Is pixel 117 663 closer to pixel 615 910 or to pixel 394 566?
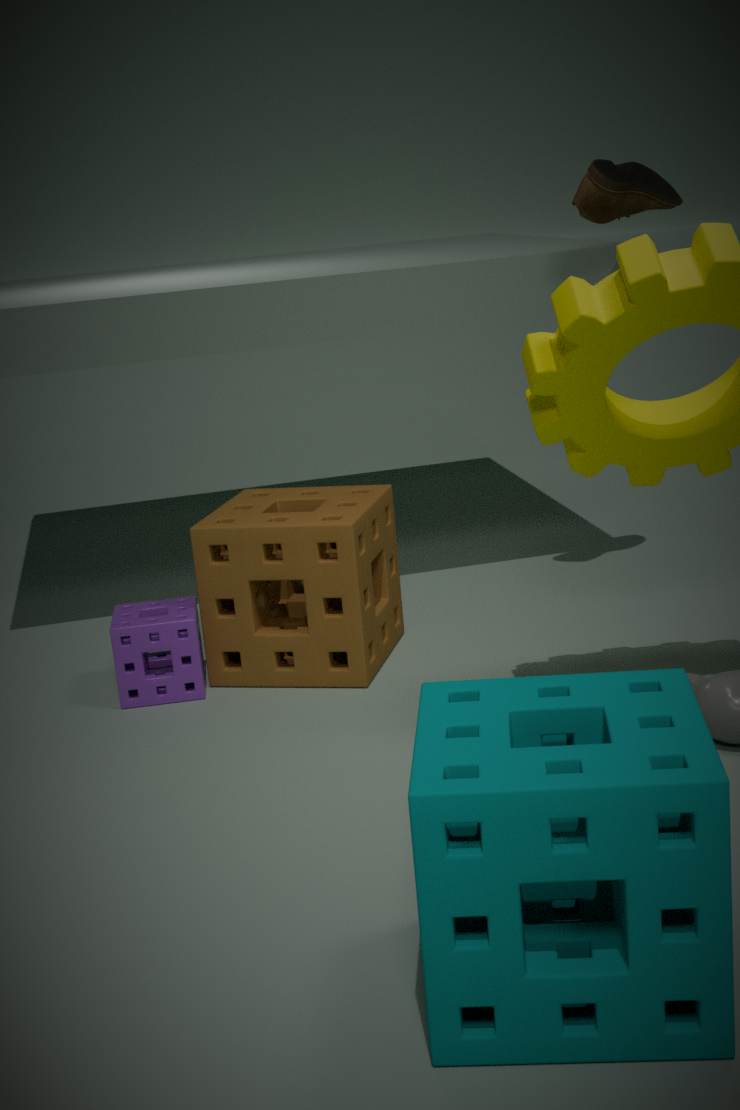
pixel 394 566
